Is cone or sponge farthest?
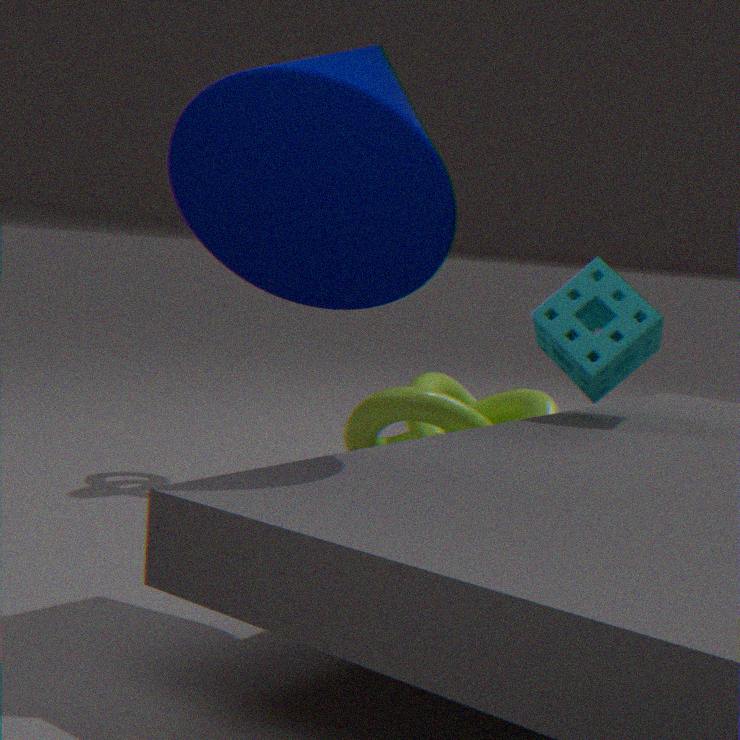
sponge
